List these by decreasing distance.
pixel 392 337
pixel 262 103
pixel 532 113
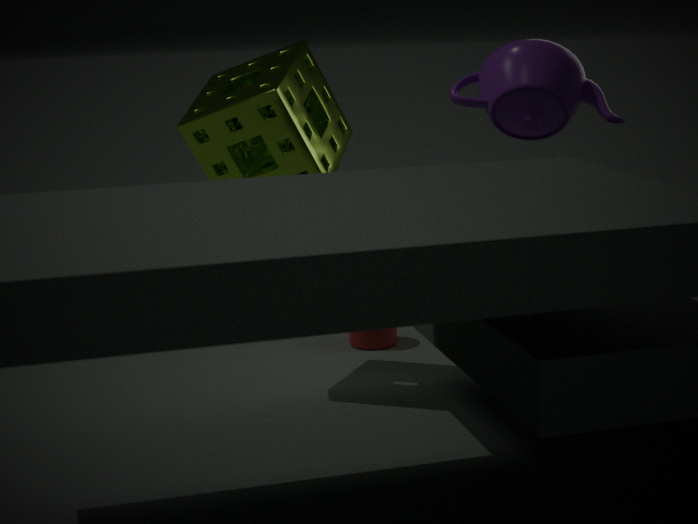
pixel 392 337
pixel 532 113
pixel 262 103
